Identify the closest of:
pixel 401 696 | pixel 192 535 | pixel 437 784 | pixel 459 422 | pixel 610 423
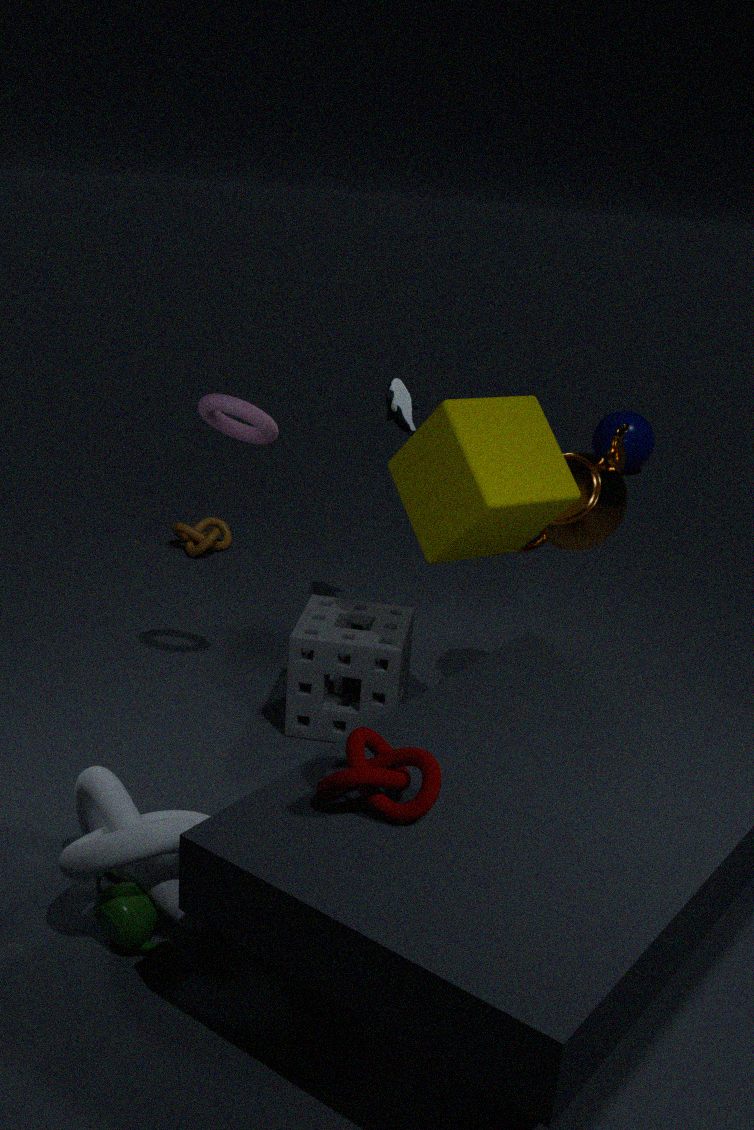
pixel 437 784
